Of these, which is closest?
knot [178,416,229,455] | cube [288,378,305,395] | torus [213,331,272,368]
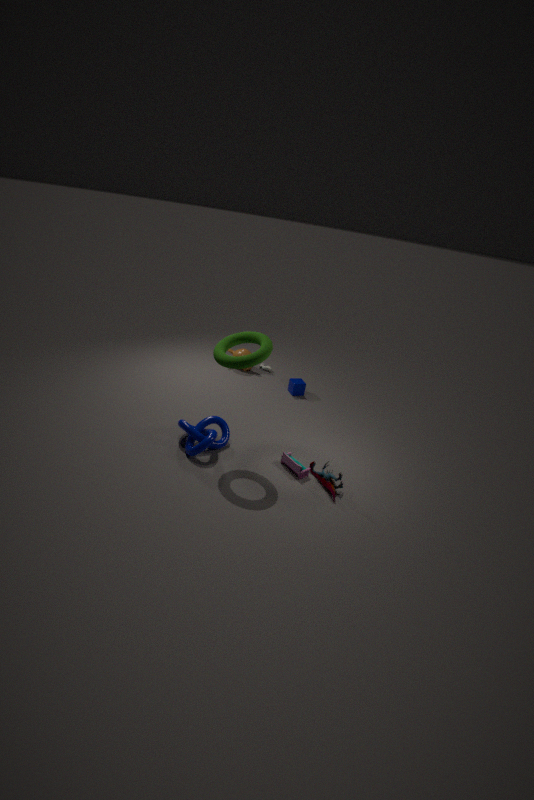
torus [213,331,272,368]
